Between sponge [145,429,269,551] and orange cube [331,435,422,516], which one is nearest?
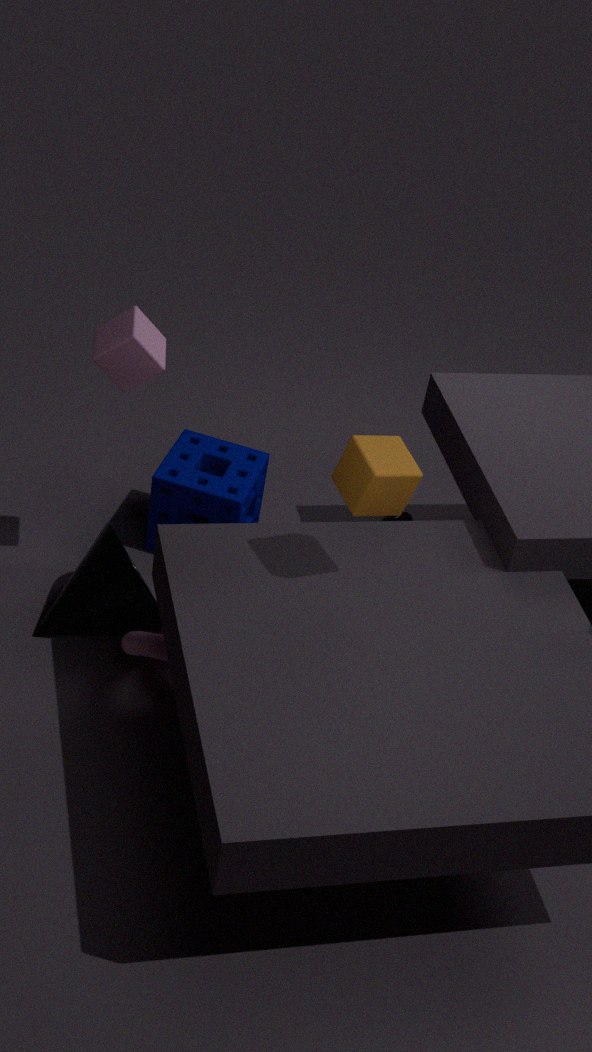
orange cube [331,435,422,516]
